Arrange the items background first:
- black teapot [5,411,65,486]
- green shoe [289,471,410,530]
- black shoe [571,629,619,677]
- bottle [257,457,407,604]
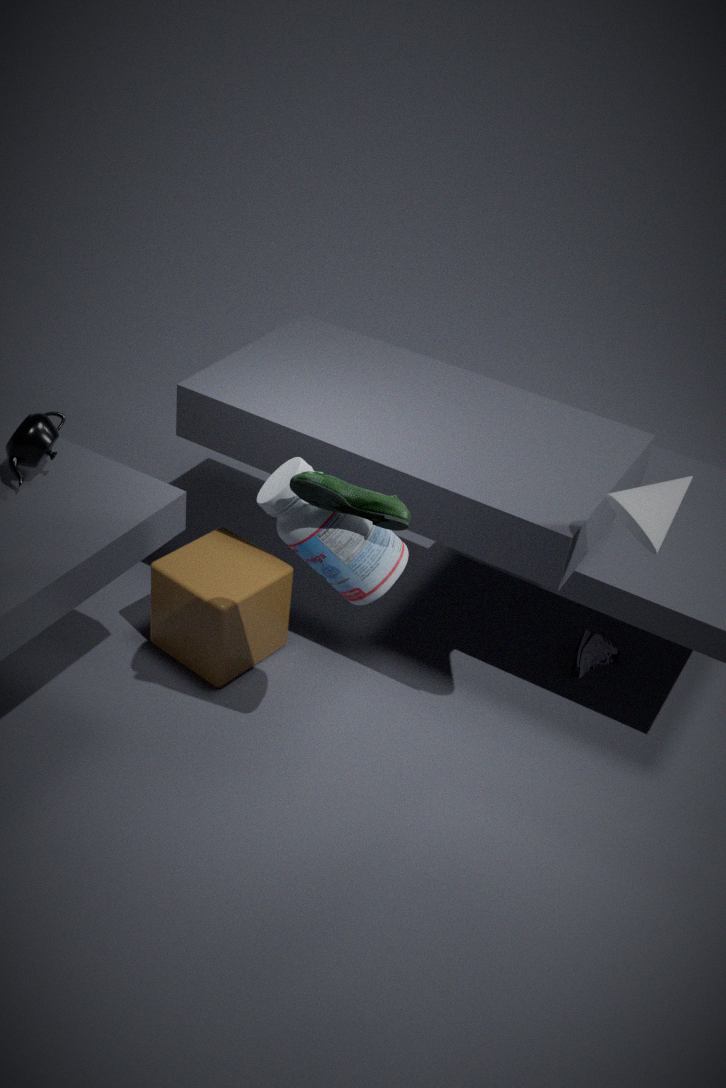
black shoe [571,629,619,677], black teapot [5,411,65,486], bottle [257,457,407,604], green shoe [289,471,410,530]
